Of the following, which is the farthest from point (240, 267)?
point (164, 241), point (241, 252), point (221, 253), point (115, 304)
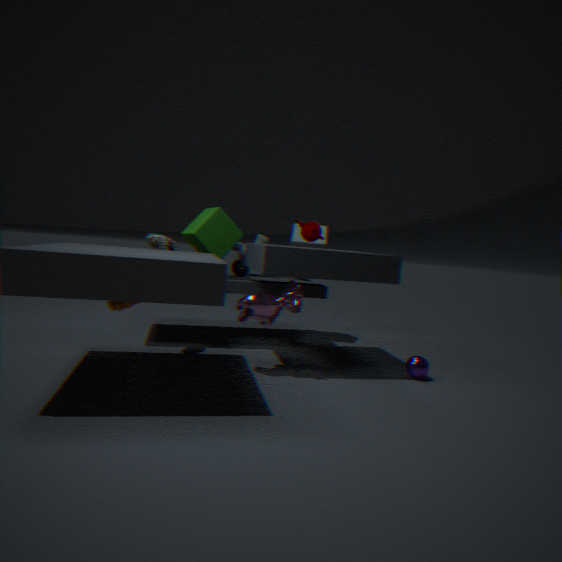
point (115, 304)
